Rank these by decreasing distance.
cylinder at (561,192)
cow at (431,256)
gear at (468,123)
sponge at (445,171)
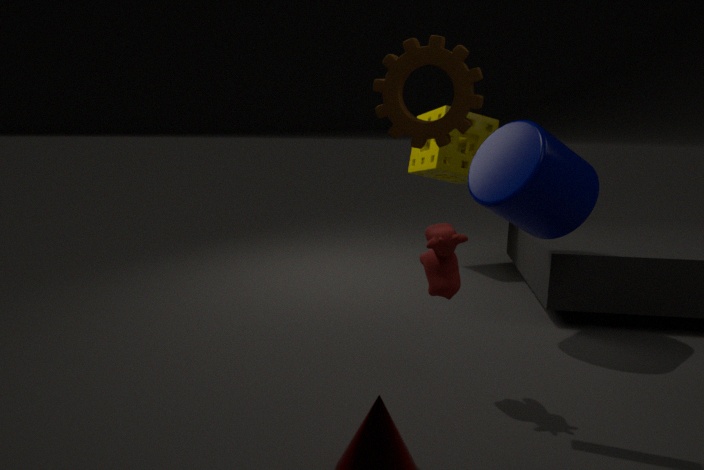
sponge at (445,171), cylinder at (561,192), cow at (431,256), gear at (468,123)
